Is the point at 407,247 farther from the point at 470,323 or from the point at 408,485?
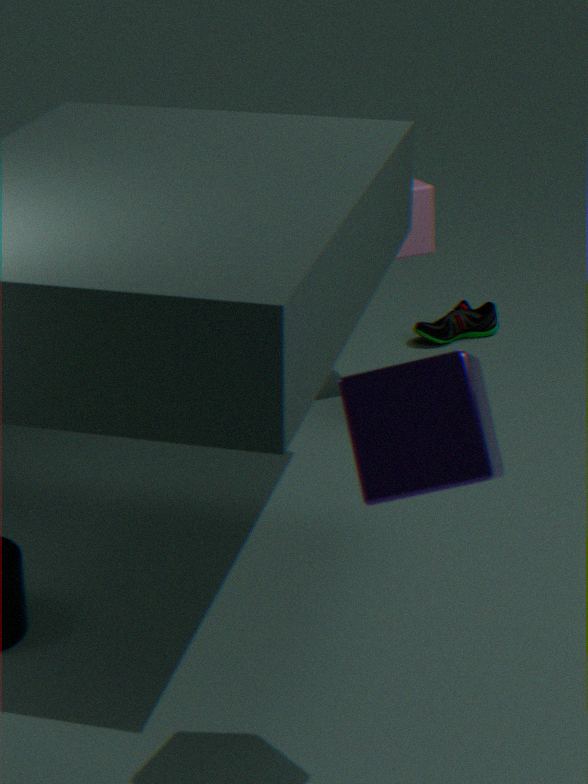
the point at 408,485
